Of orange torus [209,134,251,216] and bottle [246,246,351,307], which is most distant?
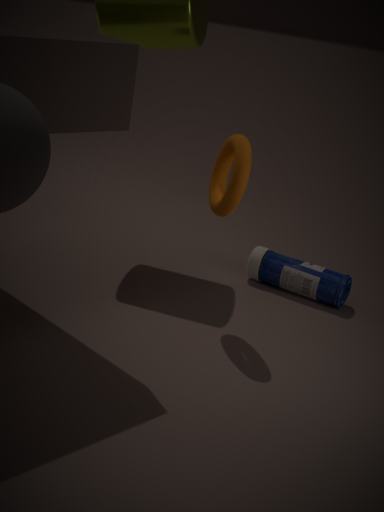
bottle [246,246,351,307]
